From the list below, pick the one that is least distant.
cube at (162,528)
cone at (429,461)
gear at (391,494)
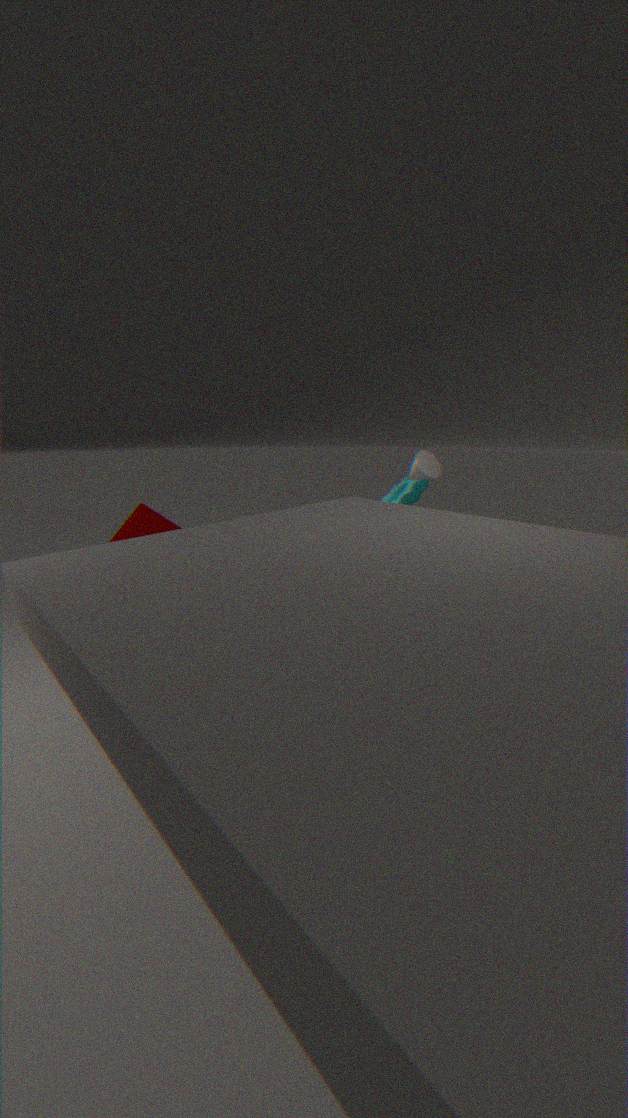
cube at (162,528)
